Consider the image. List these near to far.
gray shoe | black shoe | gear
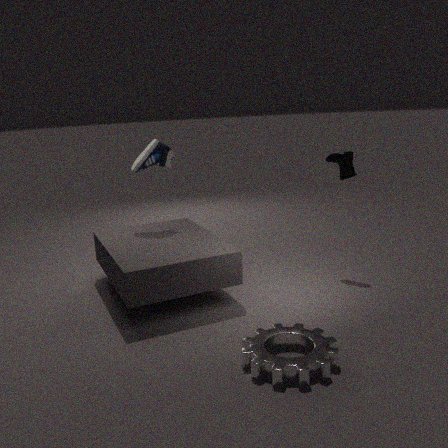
gear
black shoe
gray shoe
